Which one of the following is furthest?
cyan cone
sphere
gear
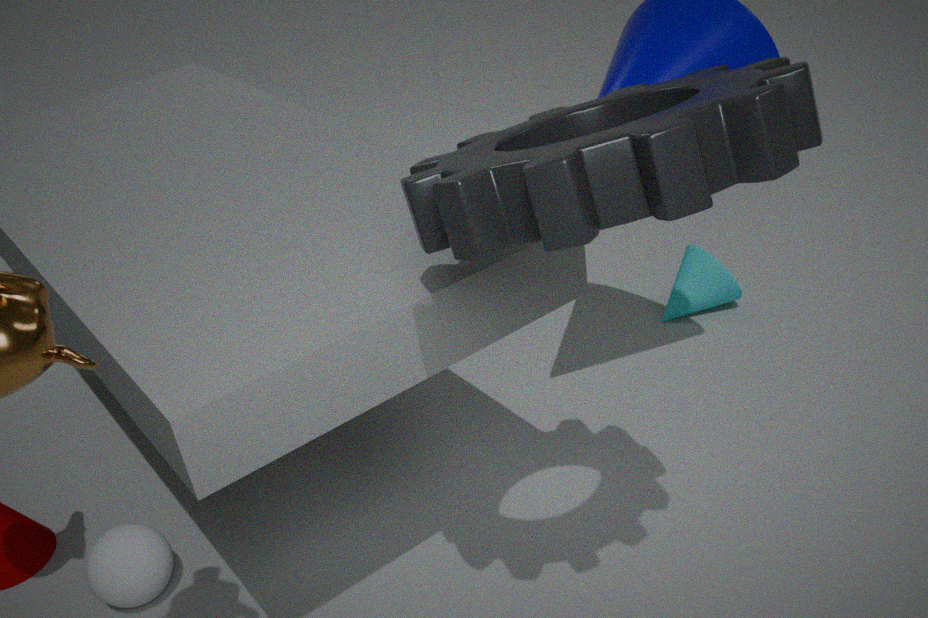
cyan cone
